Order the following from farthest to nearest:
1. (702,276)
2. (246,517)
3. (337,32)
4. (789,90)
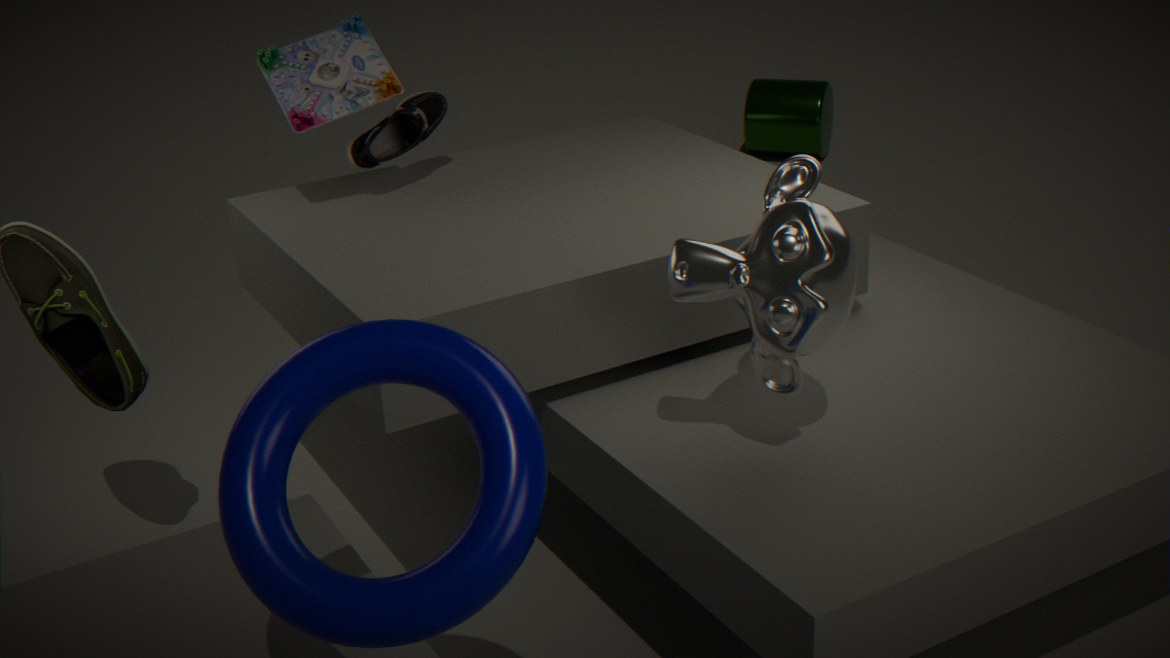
(789,90)
(337,32)
(702,276)
(246,517)
